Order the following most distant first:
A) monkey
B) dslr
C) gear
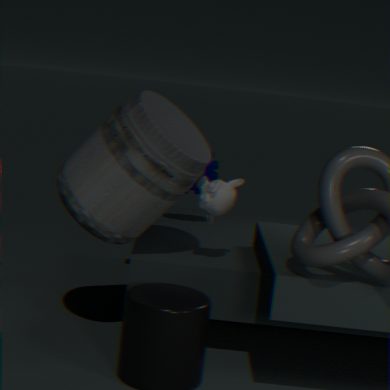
1. gear
2. monkey
3. dslr
